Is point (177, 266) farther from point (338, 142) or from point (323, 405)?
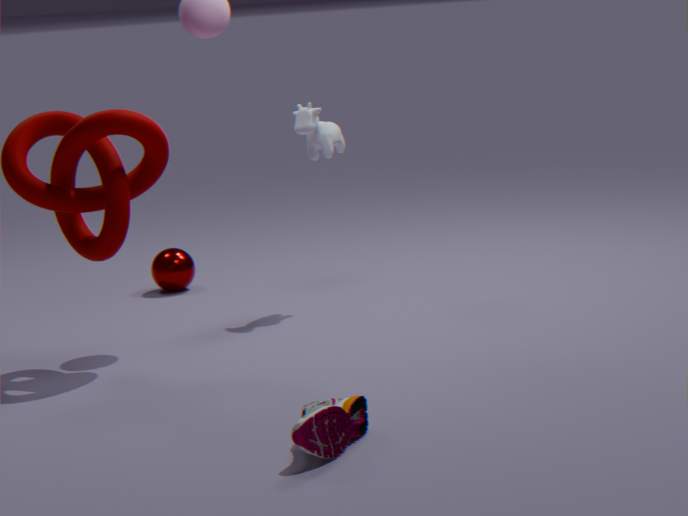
point (323, 405)
